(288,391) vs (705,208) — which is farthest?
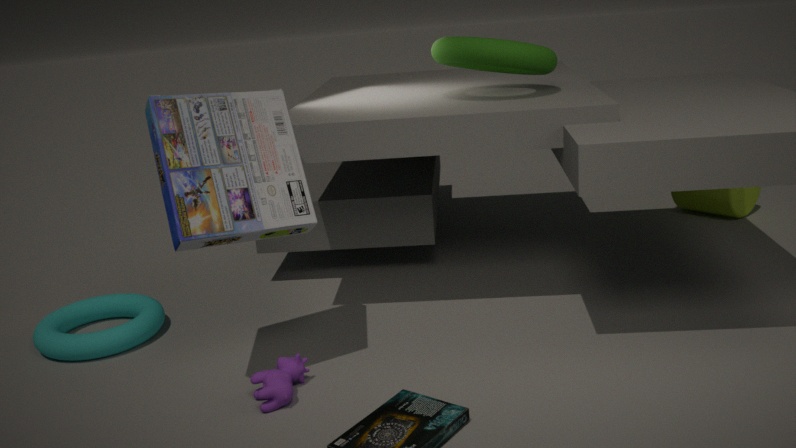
(705,208)
